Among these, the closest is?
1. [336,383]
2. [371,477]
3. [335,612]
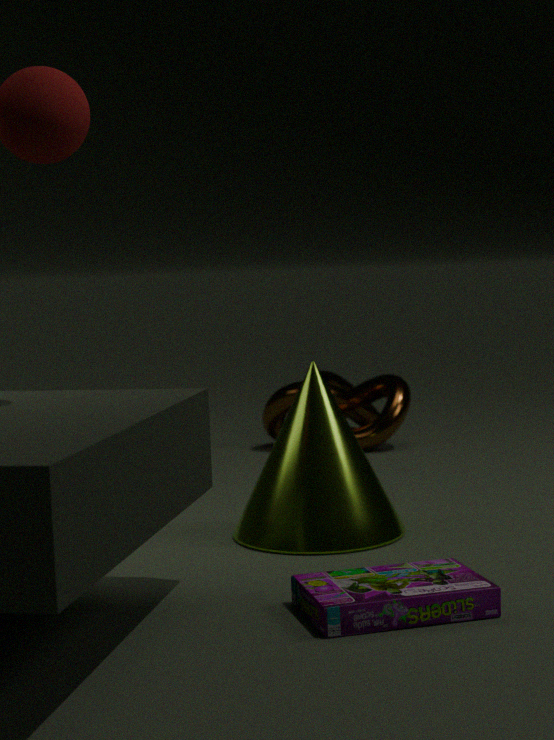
[335,612]
